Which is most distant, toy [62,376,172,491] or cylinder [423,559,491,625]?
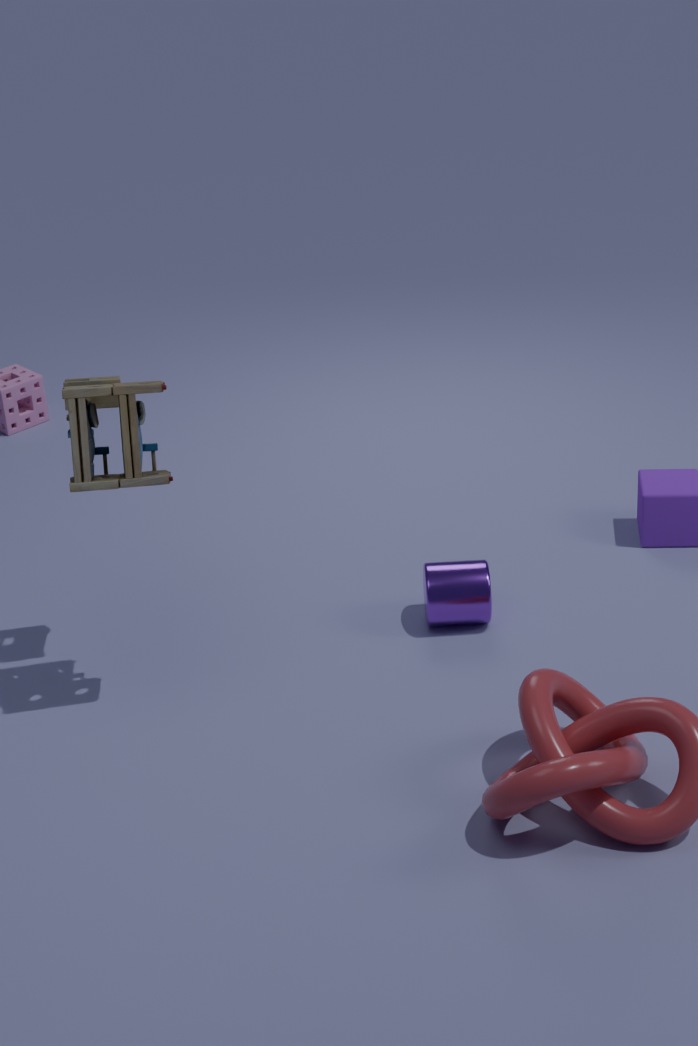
cylinder [423,559,491,625]
